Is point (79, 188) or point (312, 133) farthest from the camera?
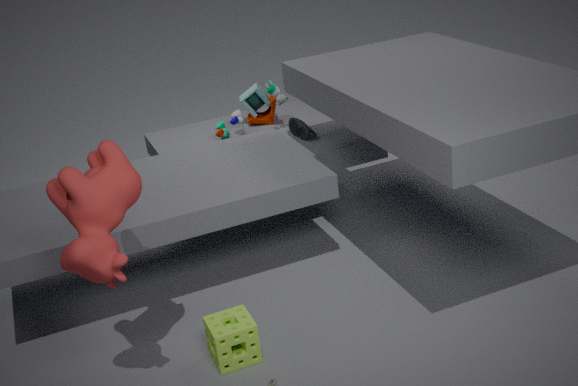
point (312, 133)
